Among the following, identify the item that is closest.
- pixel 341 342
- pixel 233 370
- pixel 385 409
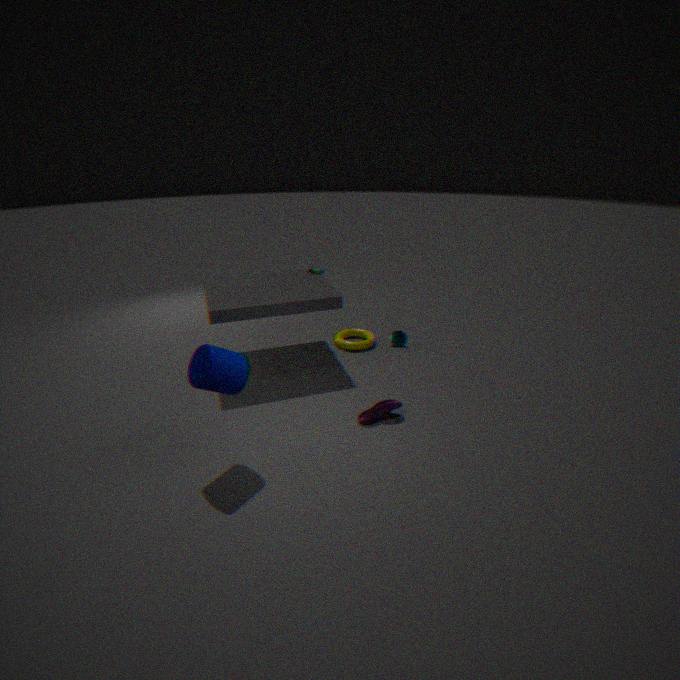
pixel 233 370
